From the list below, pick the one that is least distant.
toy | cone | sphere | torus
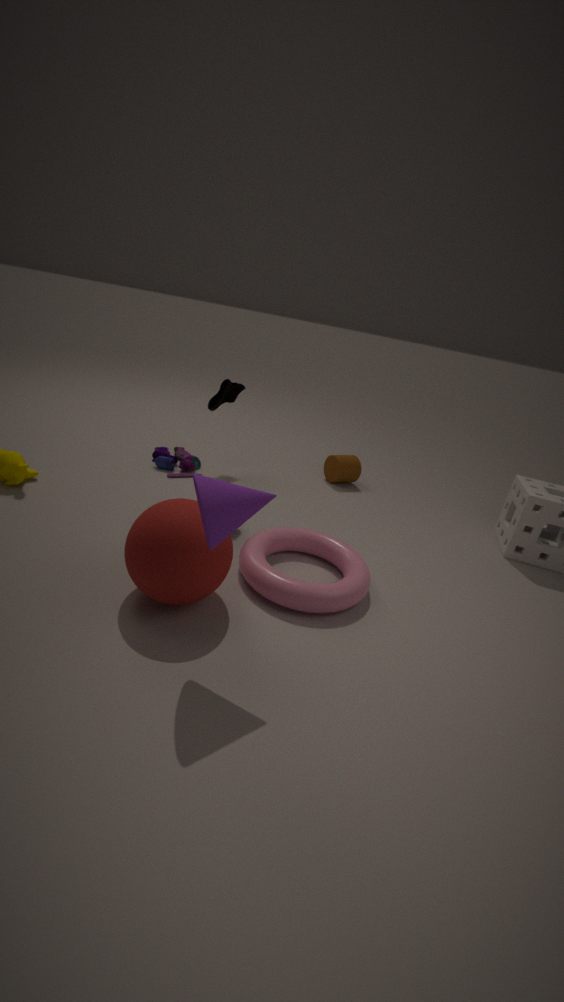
cone
